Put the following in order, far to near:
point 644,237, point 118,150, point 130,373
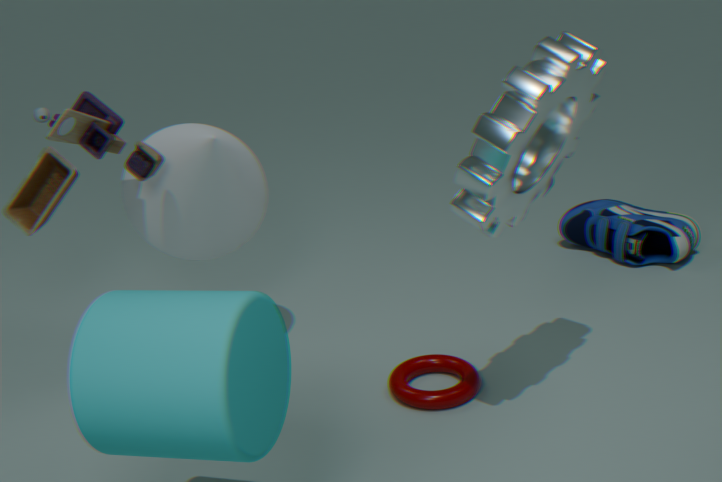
point 644,237 < point 118,150 < point 130,373
